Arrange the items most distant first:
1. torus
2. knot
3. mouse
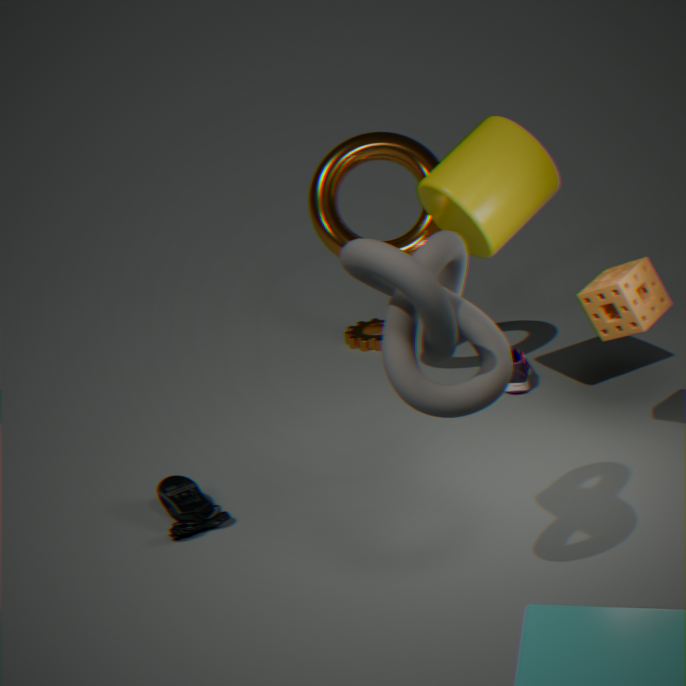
torus < mouse < knot
